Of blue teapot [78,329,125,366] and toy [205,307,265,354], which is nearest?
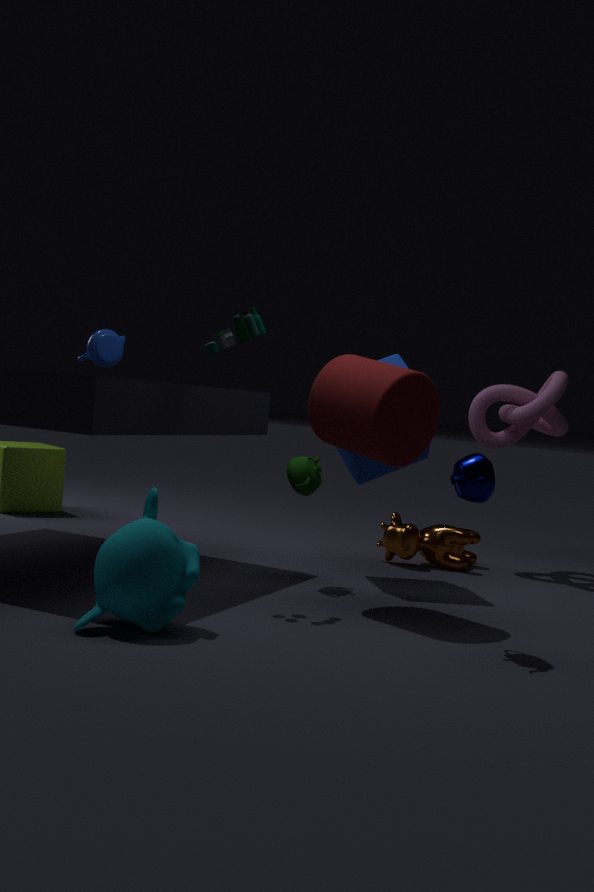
toy [205,307,265,354]
